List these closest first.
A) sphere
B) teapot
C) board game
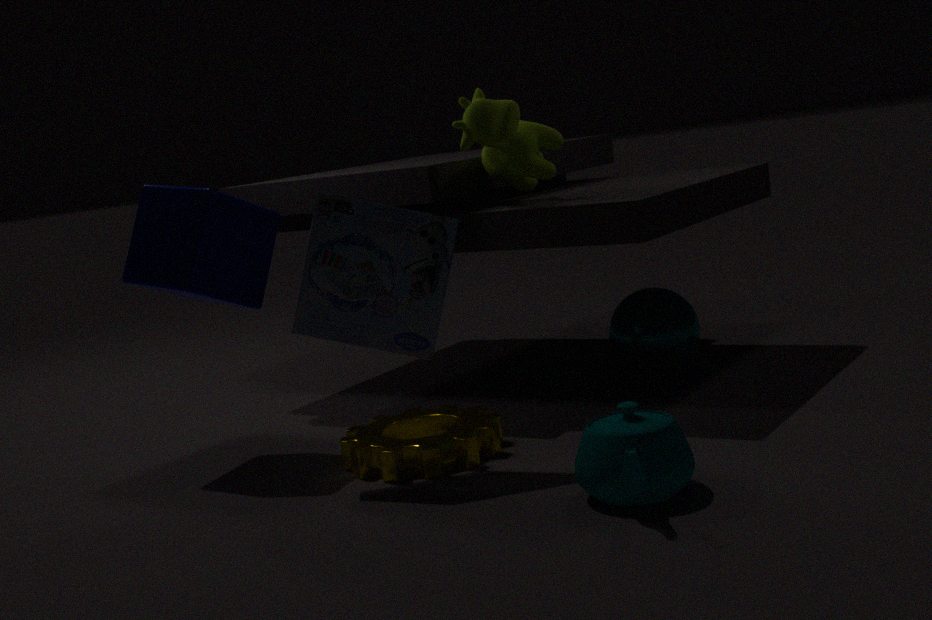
teapot → board game → sphere
